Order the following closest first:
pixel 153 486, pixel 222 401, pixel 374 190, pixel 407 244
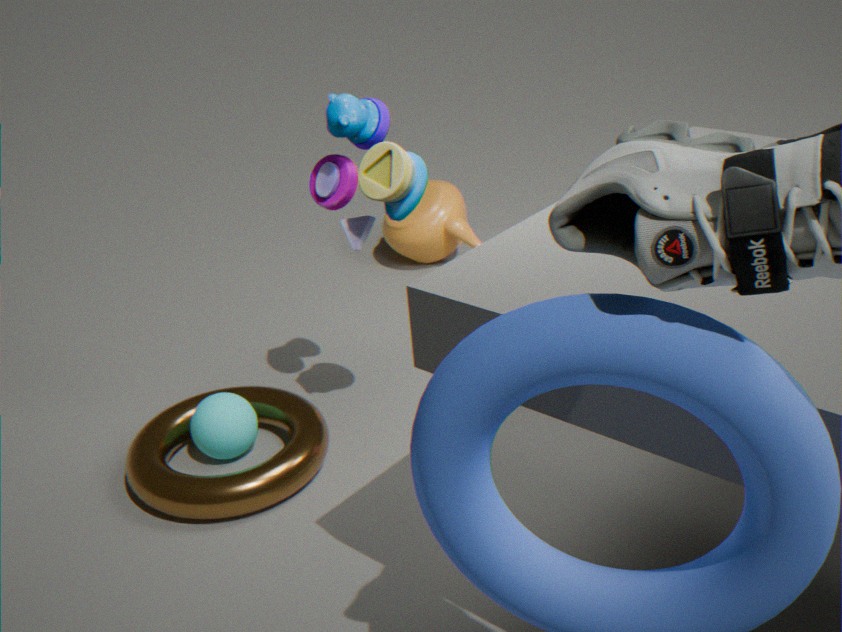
pixel 374 190 < pixel 153 486 < pixel 222 401 < pixel 407 244
